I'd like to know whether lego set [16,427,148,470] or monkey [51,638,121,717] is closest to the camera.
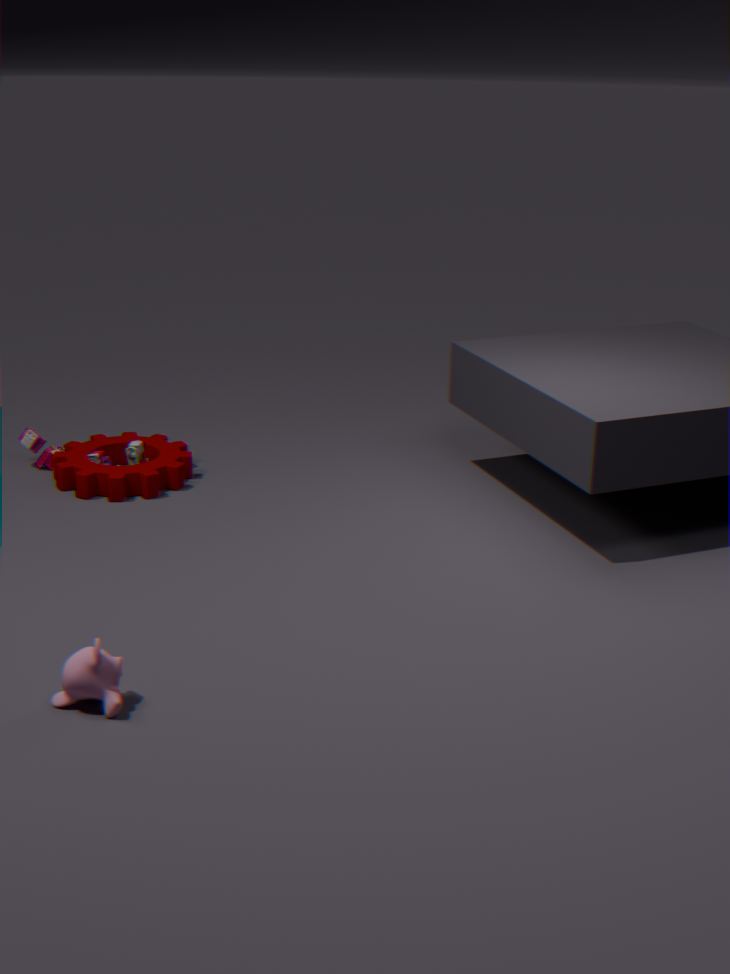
monkey [51,638,121,717]
